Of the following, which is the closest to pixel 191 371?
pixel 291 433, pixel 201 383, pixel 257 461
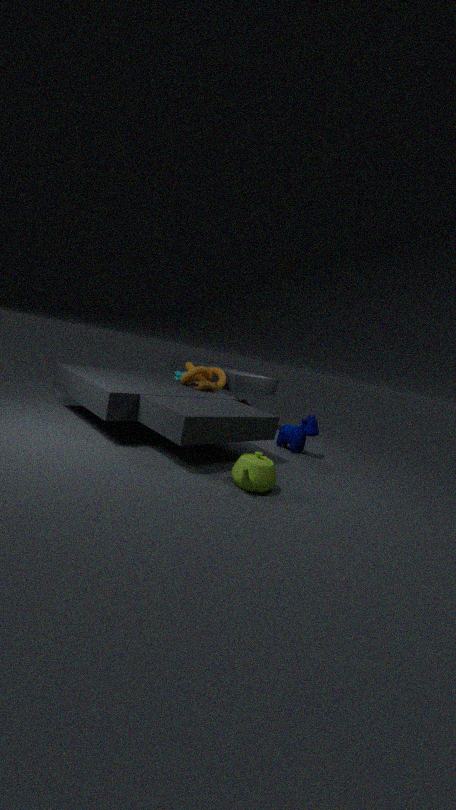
pixel 201 383
